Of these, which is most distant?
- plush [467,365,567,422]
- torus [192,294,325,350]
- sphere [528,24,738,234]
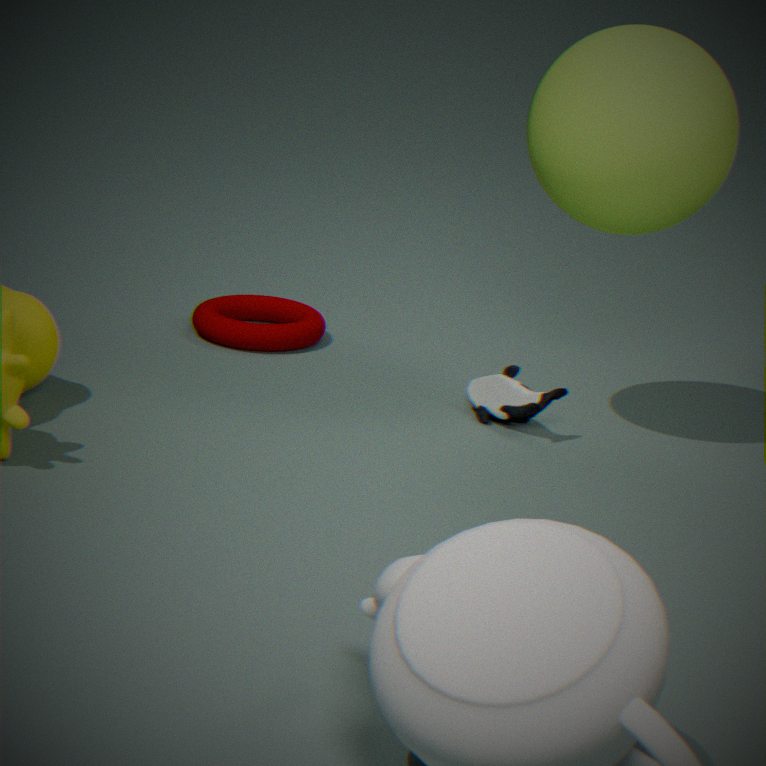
torus [192,294,325,350]
